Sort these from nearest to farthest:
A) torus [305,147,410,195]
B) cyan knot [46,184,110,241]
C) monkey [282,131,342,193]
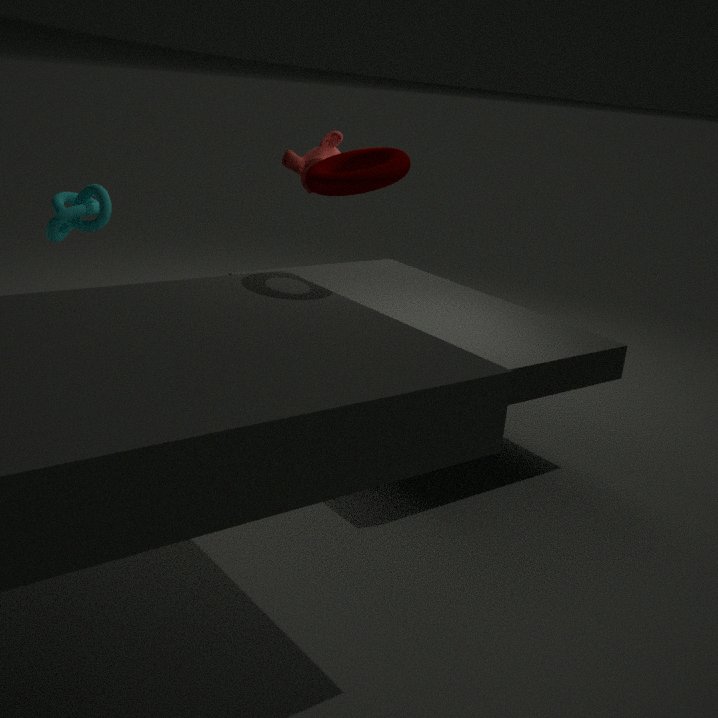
torus [305,147,410,195] < monkey [282,131,342,193] < cyan knot [46,184,110,241]
